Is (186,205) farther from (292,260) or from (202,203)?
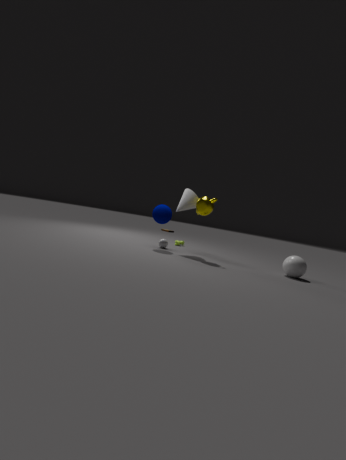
(292,260)
